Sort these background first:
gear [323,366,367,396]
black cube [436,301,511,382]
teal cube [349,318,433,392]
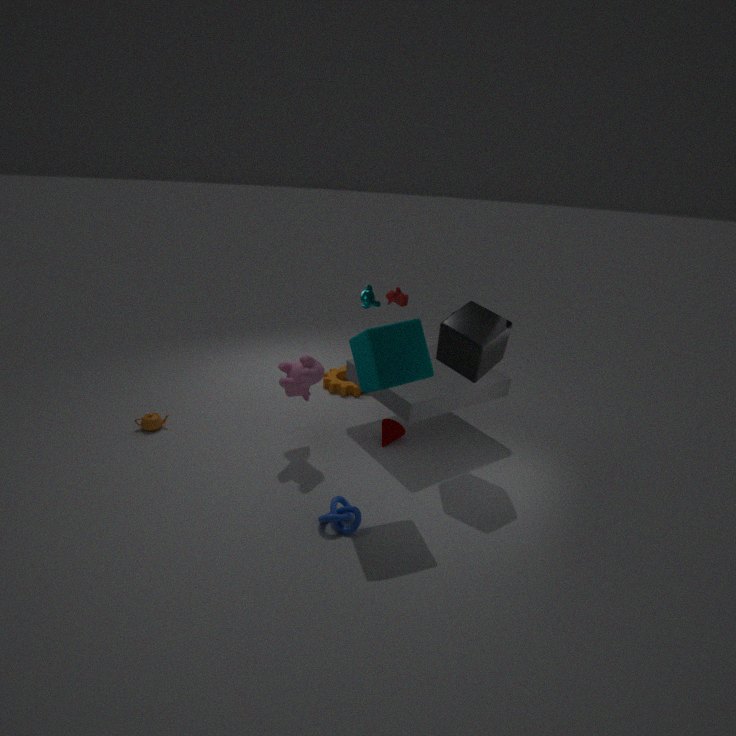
gear [323,366,367,396] → black cube [436,301,511,382] → teal cube [349,318,433,392]
